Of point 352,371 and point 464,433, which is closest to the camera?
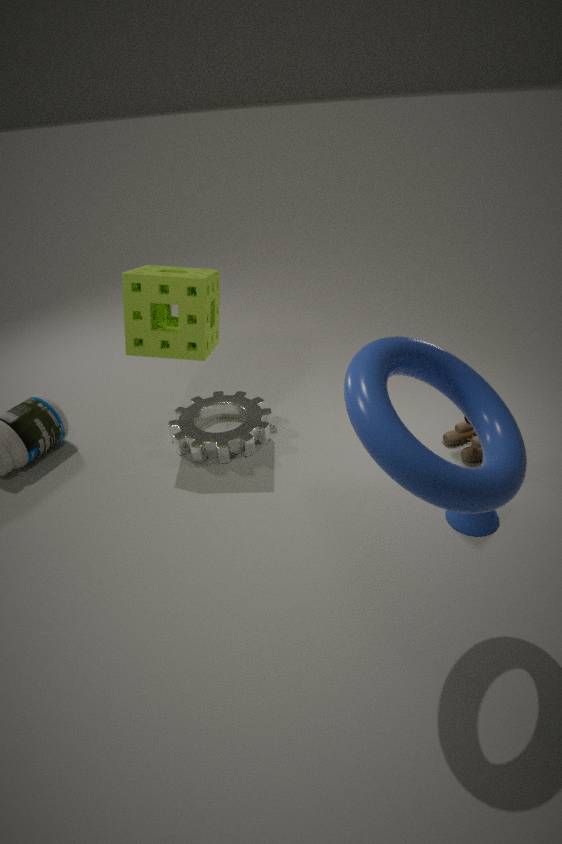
point 352,371
